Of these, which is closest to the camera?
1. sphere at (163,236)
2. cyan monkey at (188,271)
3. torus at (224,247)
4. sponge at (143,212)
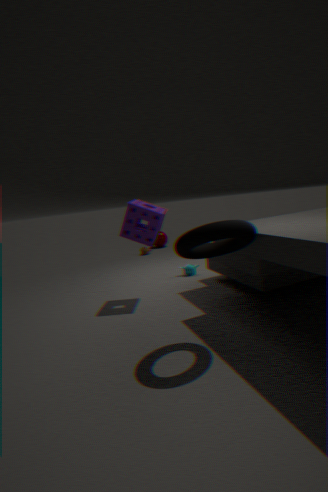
torus at (224,247)
